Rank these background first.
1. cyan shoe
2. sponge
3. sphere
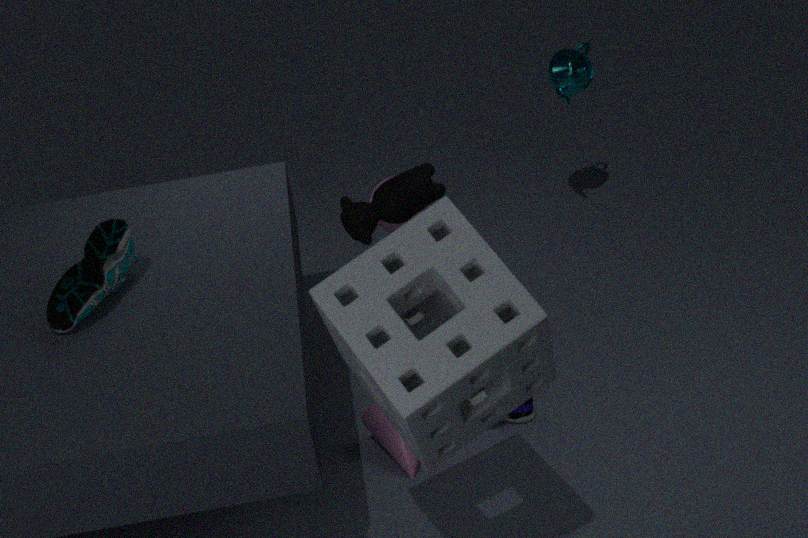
sphere
cyan shoe
sponge
